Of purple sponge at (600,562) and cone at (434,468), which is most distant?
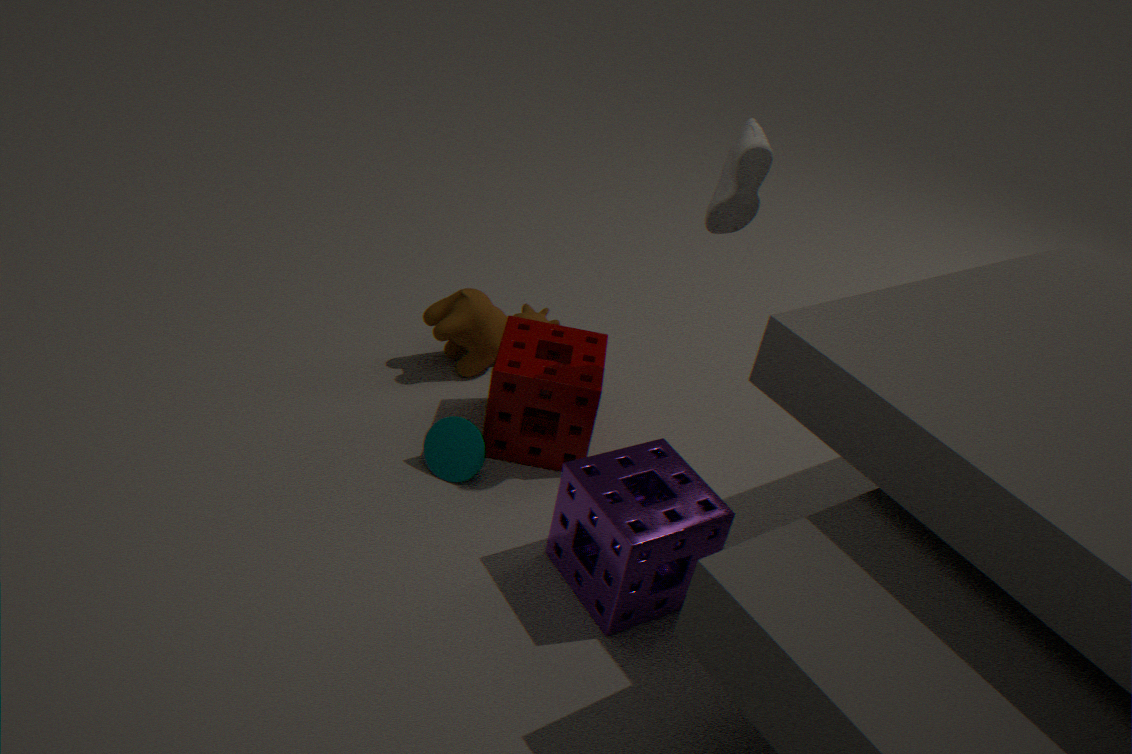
cone at (434,468)
